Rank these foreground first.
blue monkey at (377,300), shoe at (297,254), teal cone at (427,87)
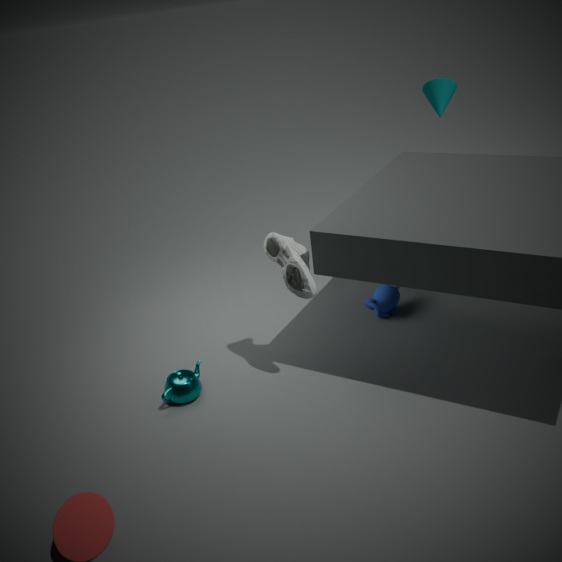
shoe at (297,254) → blue monkey at (377,300) → teal cone at (427,87)
